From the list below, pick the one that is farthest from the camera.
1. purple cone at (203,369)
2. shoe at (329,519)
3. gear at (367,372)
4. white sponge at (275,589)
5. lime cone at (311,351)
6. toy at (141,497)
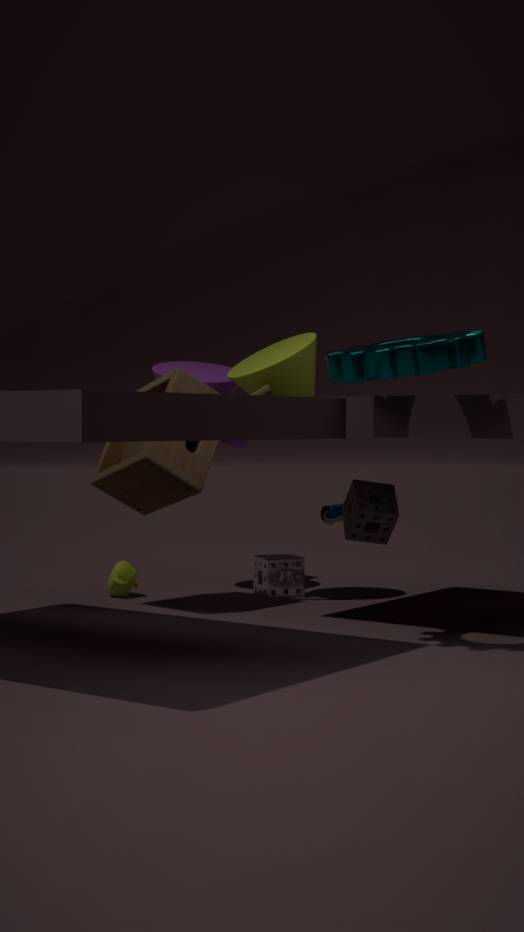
shoe at (329,519)
